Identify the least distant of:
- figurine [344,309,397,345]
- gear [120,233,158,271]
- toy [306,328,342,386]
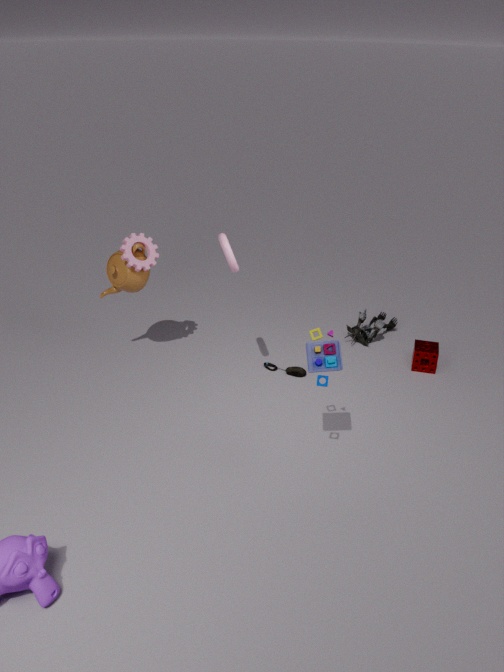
toy [306,328,342,386]
